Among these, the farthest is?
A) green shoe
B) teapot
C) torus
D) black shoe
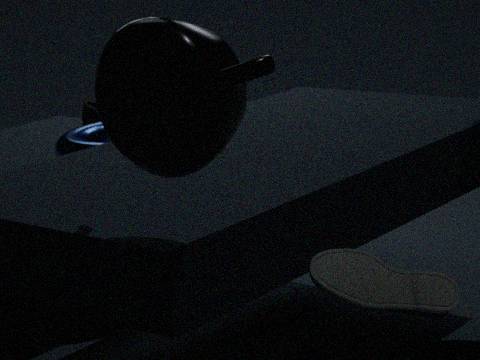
green shoe
